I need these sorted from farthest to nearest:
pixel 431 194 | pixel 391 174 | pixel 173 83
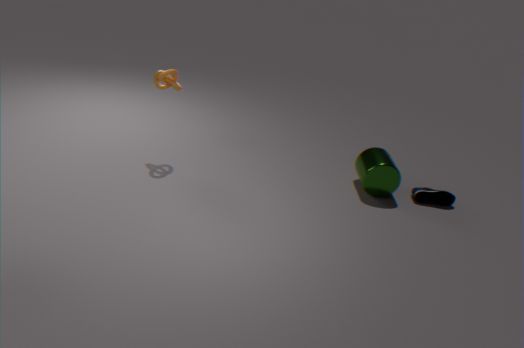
pixel 431 194 < pixel 391 174 < pixel 173 83
